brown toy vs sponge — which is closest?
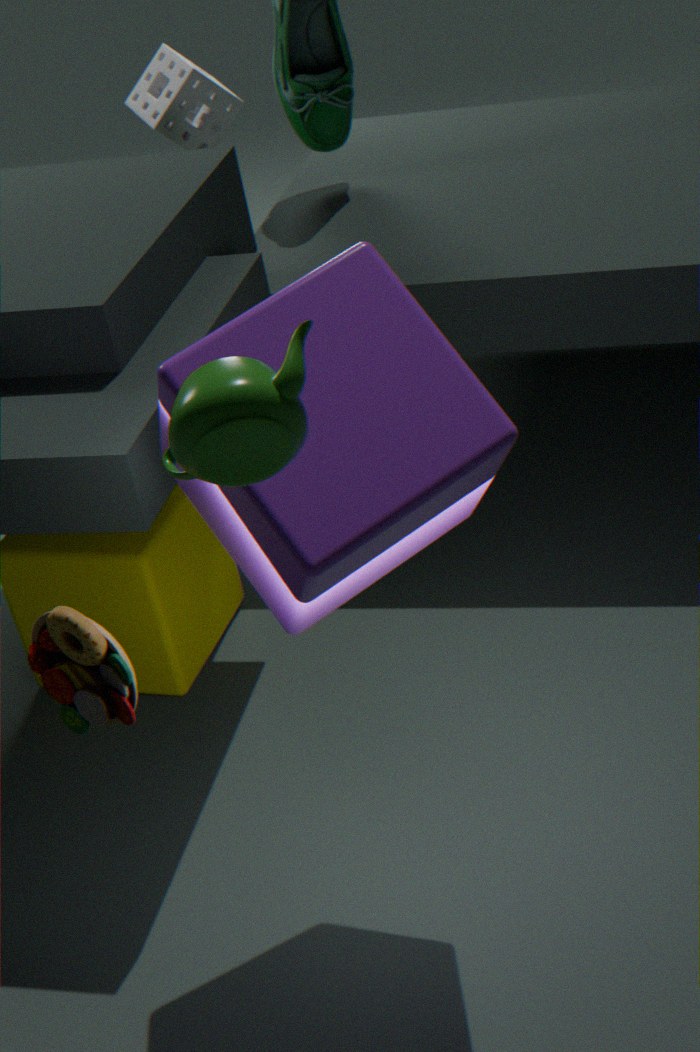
brown toy
